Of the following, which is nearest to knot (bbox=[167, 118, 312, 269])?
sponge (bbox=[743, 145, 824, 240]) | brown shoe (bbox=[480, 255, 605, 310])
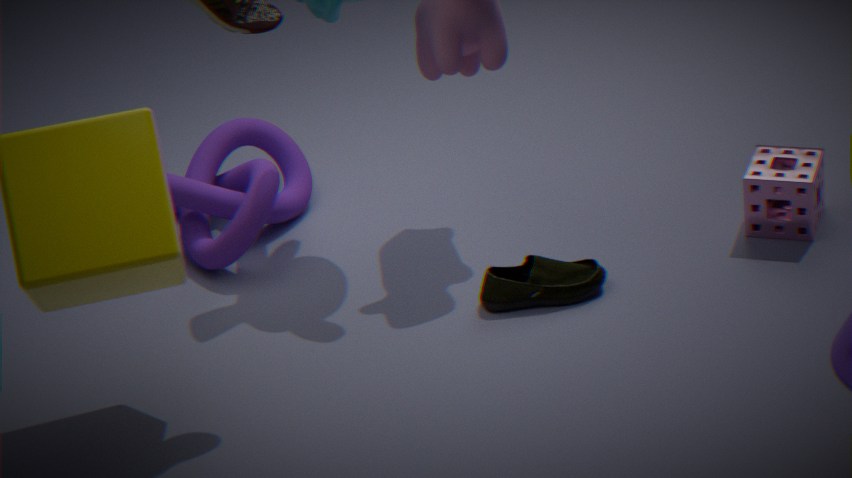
brown shoe (bbox=[480, 255, 605, 310])
